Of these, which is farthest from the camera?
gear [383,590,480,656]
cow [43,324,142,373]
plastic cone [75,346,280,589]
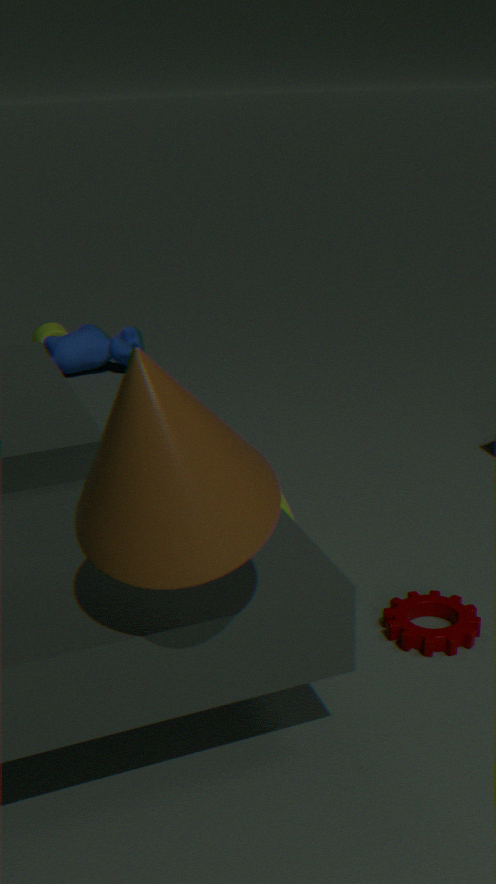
cow [43,324,142,373]
